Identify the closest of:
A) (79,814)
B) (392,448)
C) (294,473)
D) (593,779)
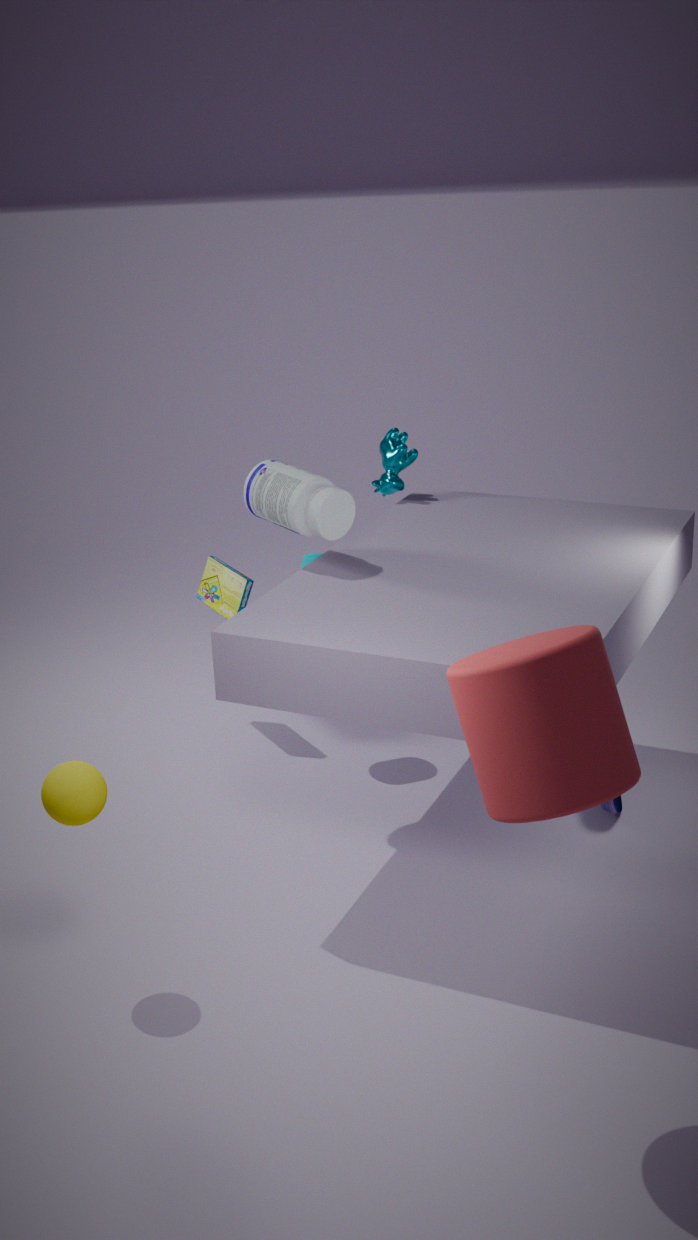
(593,779)
